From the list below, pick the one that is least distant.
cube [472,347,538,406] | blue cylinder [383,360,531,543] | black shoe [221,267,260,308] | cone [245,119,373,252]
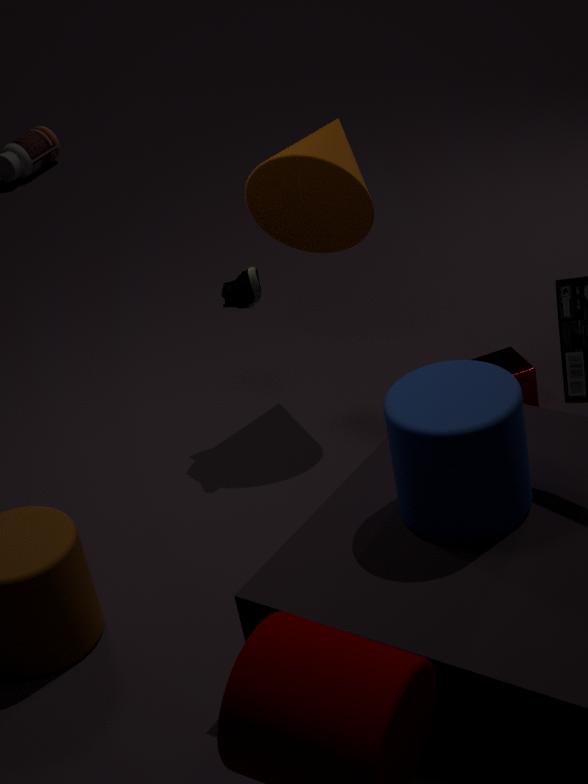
blue cylinder [383,360,531,543]
